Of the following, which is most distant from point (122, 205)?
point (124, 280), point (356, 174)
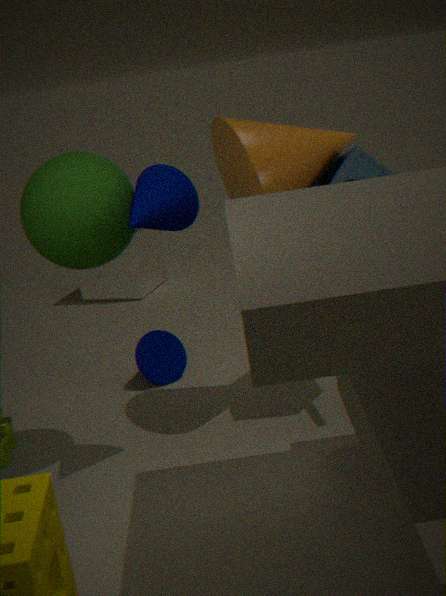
point (124, 280)
